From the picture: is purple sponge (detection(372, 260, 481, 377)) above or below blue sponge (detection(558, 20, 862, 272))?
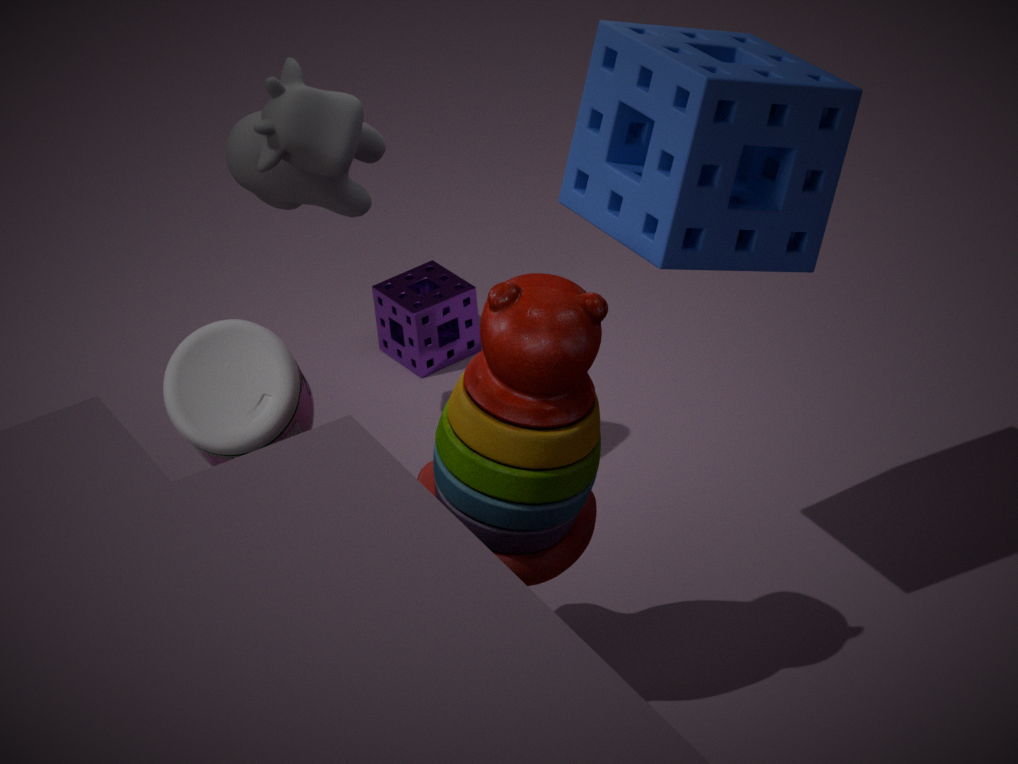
below
